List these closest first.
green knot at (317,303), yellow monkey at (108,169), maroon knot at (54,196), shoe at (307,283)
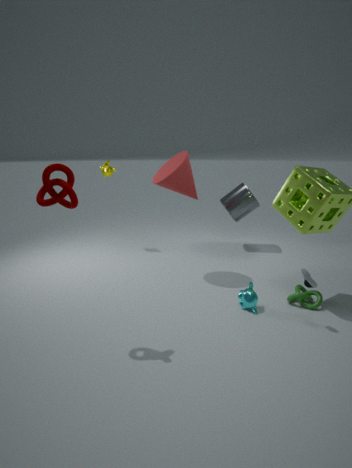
maroon knot at (54,196), shoe at (307,283), green knot at (317,303), yellow monkey at (108,169)
